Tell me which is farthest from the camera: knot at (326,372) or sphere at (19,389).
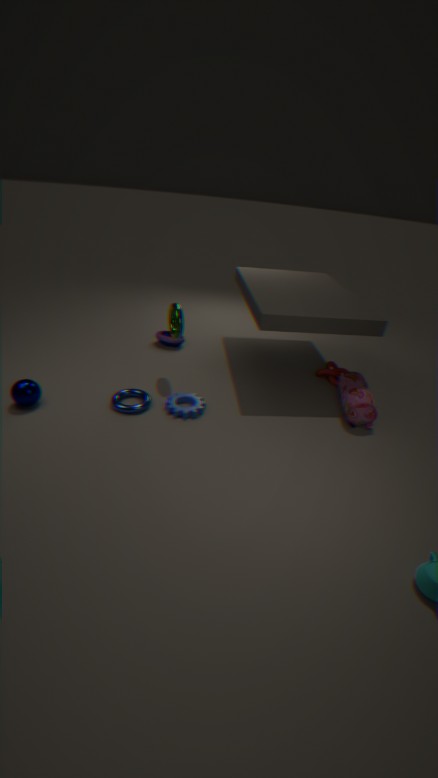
knot at (326,372)
